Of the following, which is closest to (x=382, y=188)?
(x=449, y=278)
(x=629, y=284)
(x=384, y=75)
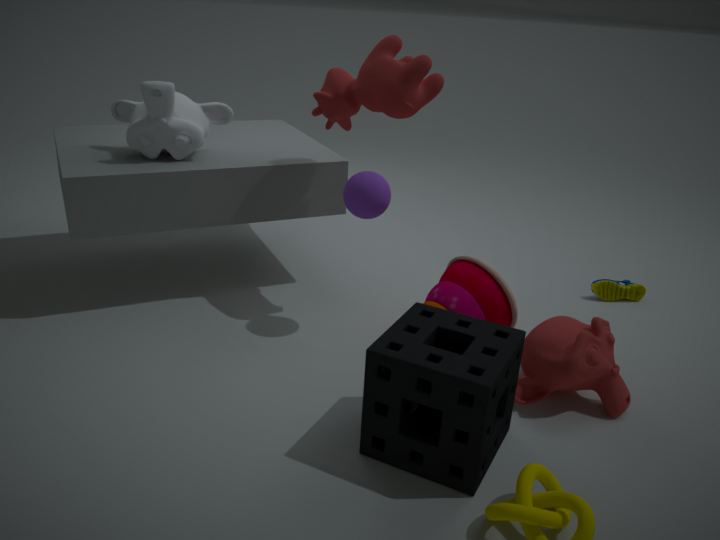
(x=384, y=75)
